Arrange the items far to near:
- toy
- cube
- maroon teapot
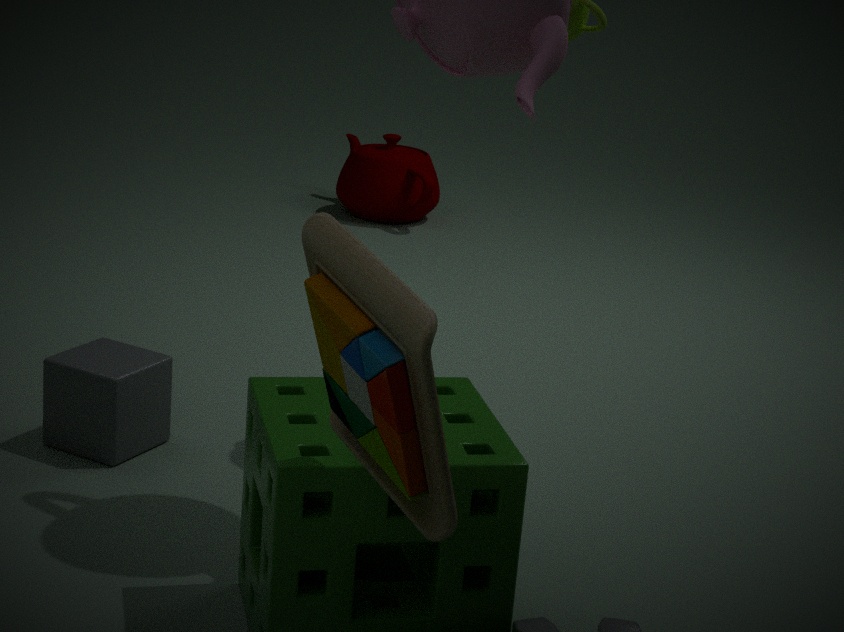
maroon teapot < cube < toy
